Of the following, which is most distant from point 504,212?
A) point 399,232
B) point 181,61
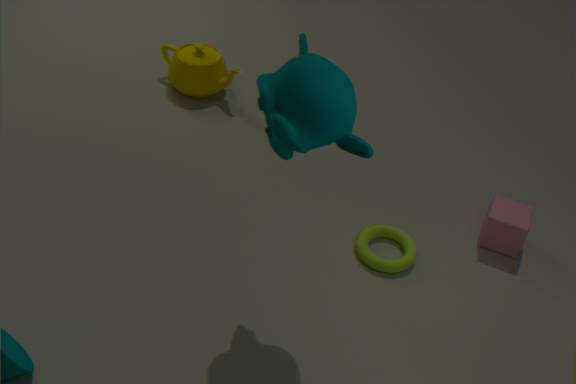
point 181,61
